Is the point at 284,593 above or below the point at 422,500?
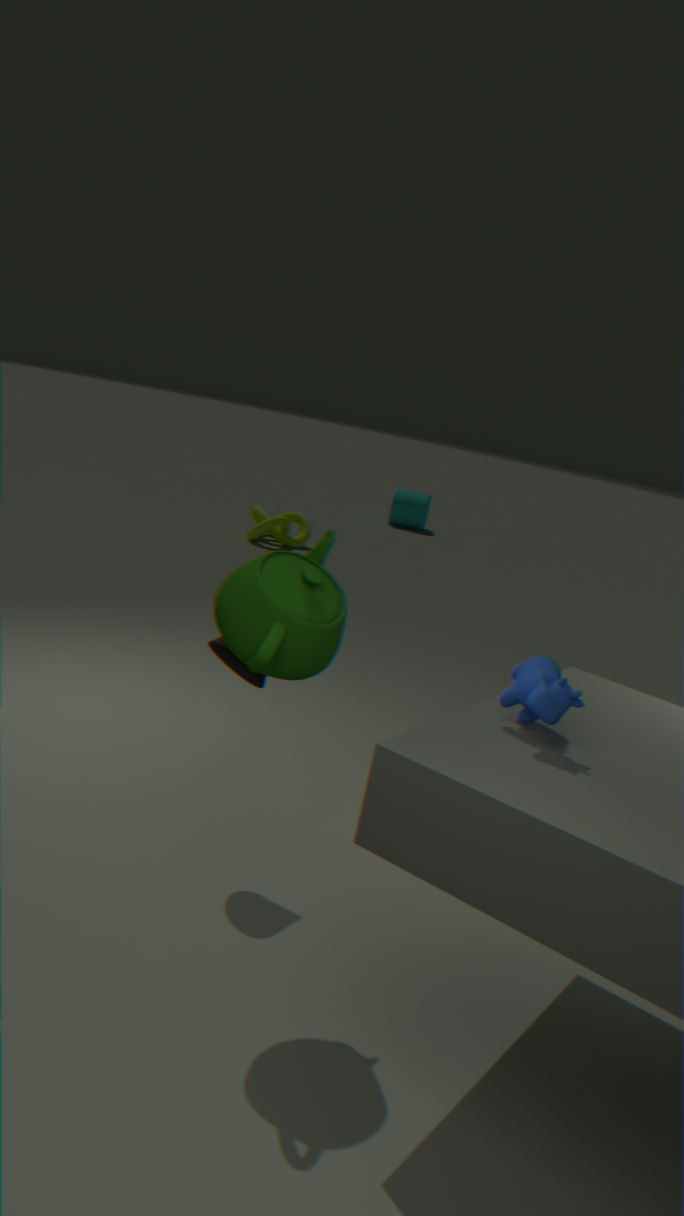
above
